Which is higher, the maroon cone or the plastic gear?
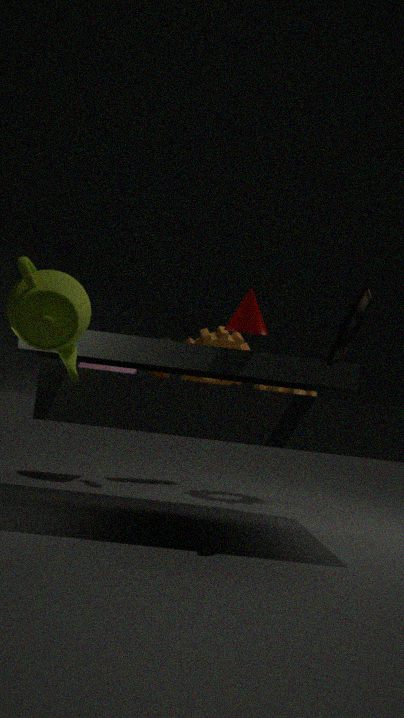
the maroon cone
